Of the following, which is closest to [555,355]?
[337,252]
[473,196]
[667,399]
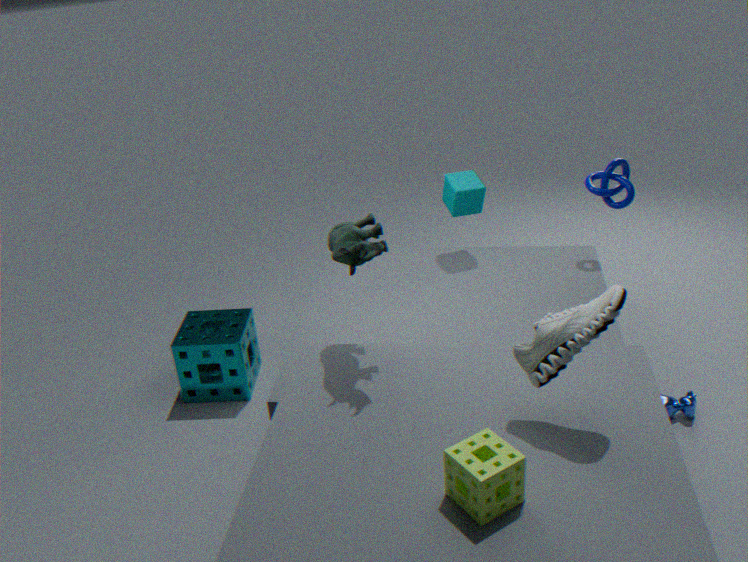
[337,252]
